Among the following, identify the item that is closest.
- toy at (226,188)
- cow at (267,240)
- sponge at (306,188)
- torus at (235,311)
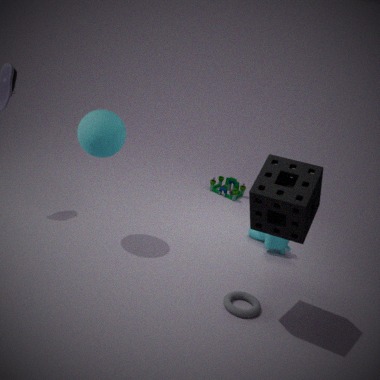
sponge at (306,188)
